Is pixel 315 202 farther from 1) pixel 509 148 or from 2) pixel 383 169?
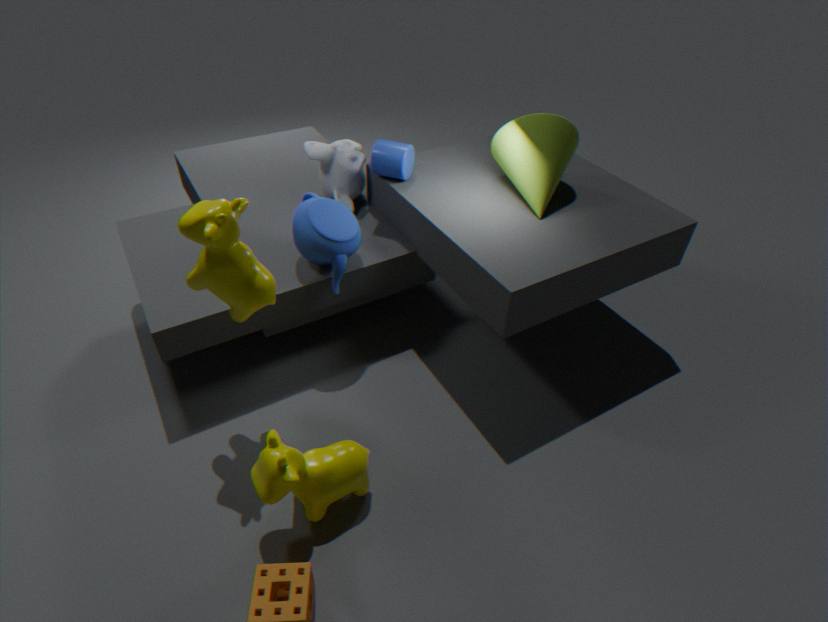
1) pixel 509 148
